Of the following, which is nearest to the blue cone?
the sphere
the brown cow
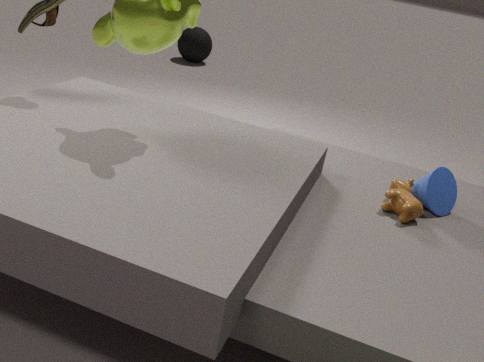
the brown cow
